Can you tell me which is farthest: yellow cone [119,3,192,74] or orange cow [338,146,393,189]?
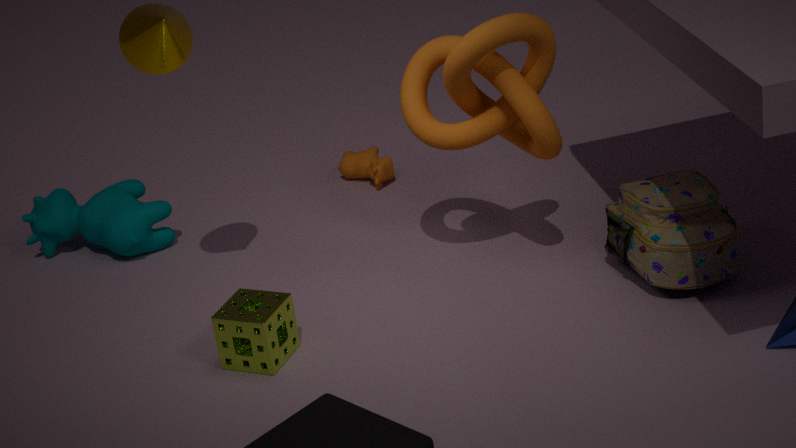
orange cow [338,146,393,189]
